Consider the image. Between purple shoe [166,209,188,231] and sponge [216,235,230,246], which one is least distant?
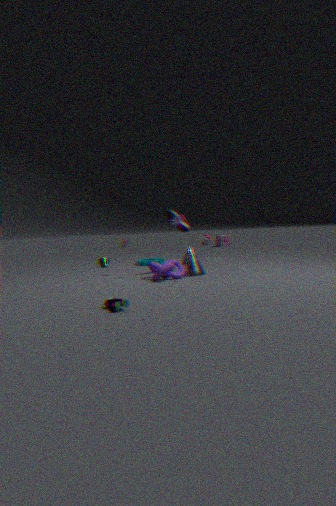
purple shoe [166,209,188,231]
